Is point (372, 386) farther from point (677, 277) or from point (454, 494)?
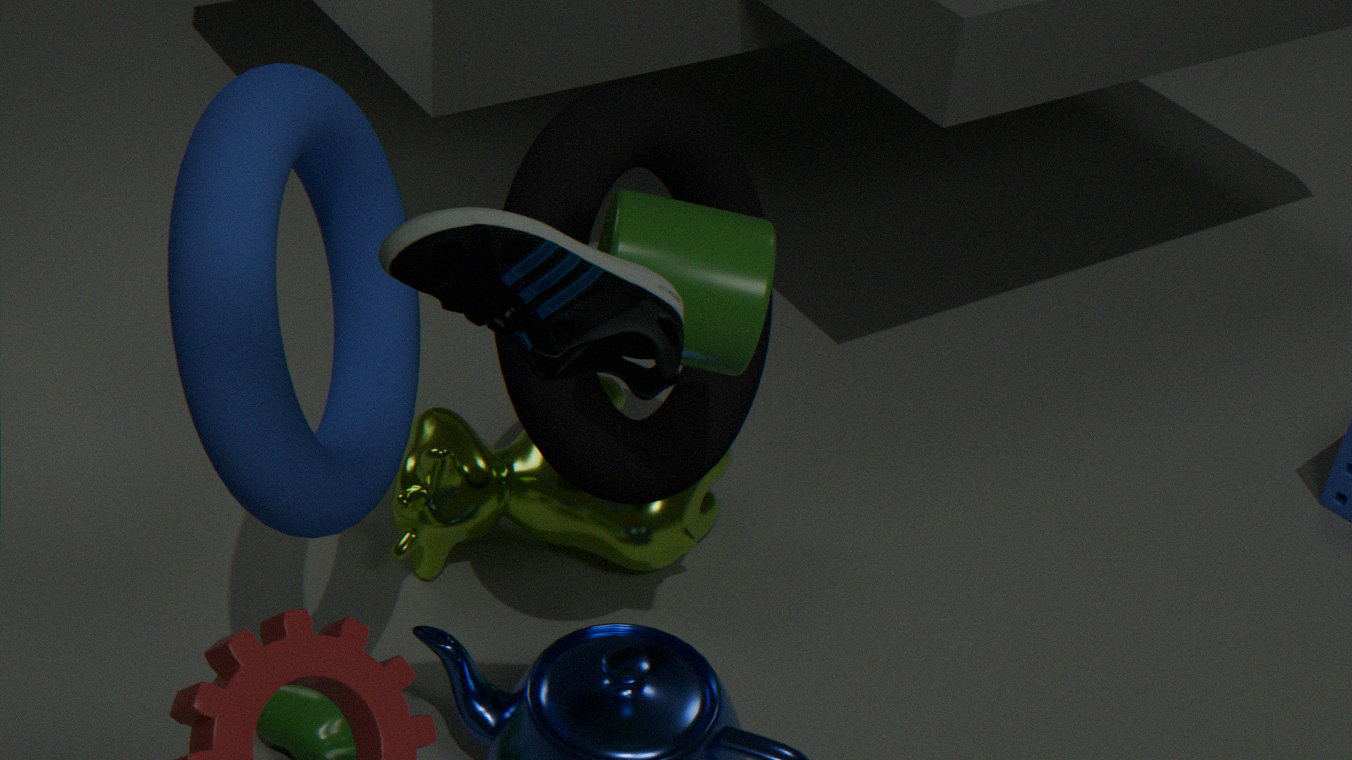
point (454, 494)
